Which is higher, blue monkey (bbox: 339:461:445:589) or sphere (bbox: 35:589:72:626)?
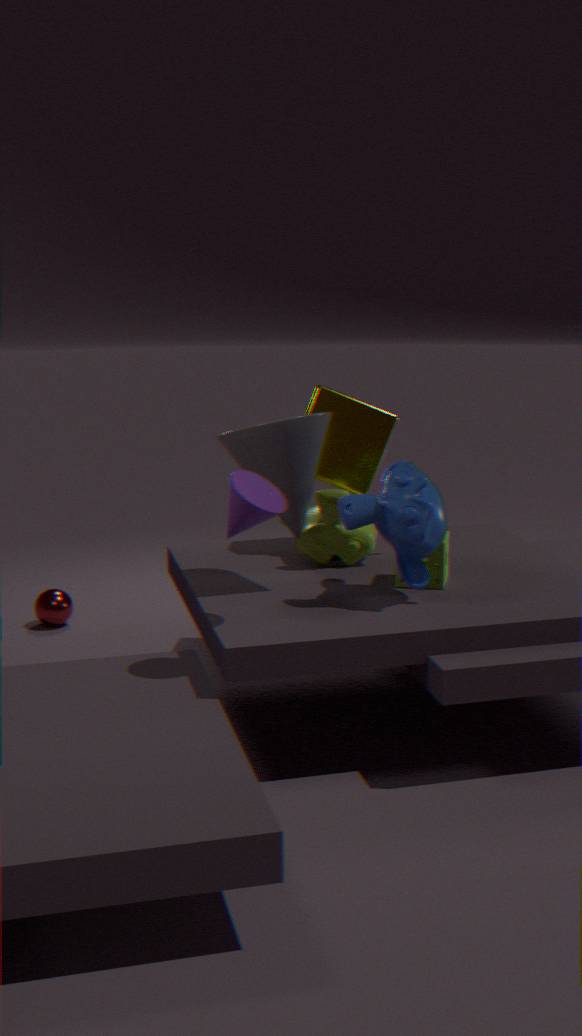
blue monkey (bbox: 339:461:445:589)
